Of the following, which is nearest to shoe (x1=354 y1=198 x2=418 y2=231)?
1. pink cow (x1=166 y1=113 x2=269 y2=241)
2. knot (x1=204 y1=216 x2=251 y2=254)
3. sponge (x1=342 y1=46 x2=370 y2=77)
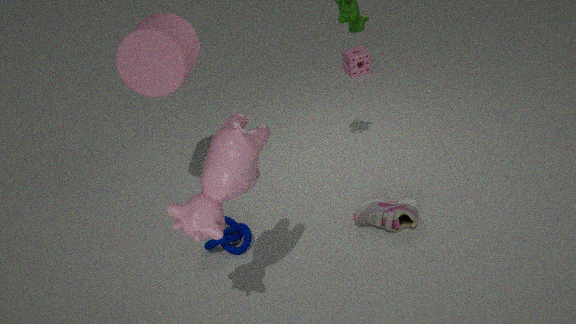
knot (x1=204 y1=216 x2=251 y2=254)
